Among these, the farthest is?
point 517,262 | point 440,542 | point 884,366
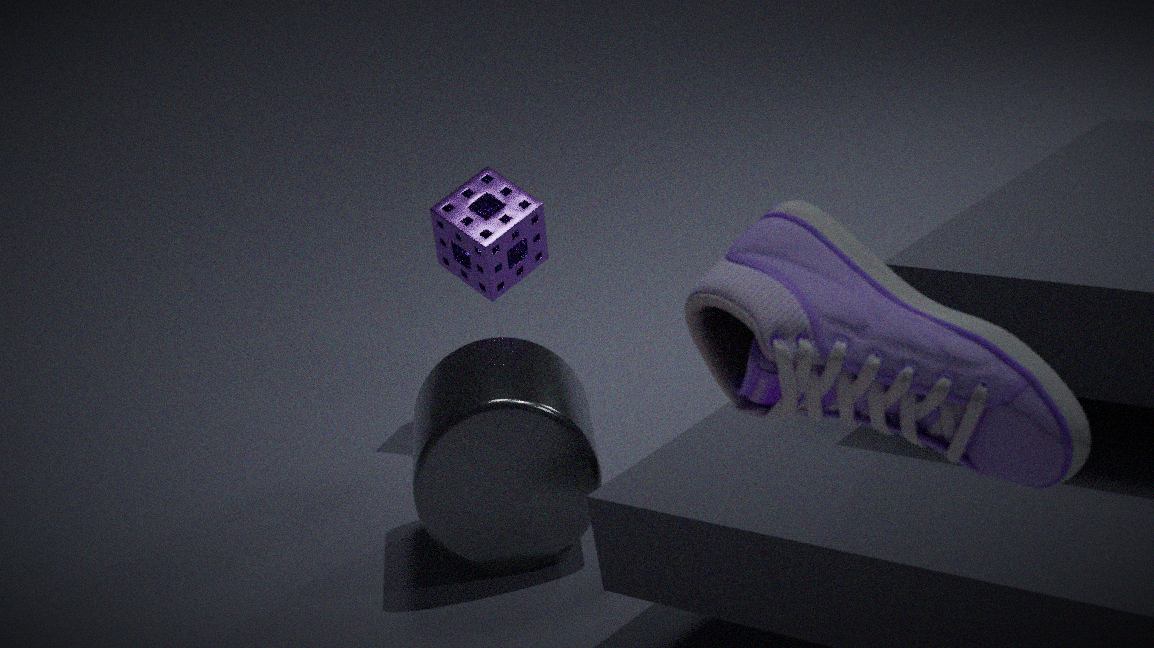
point 517,262
